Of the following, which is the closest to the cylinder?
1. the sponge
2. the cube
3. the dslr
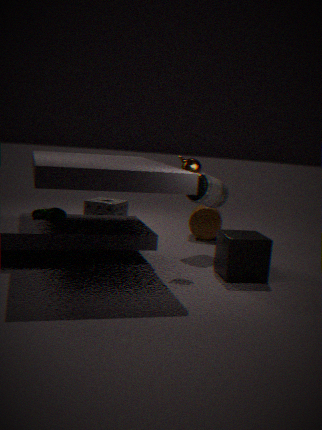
the dslr
